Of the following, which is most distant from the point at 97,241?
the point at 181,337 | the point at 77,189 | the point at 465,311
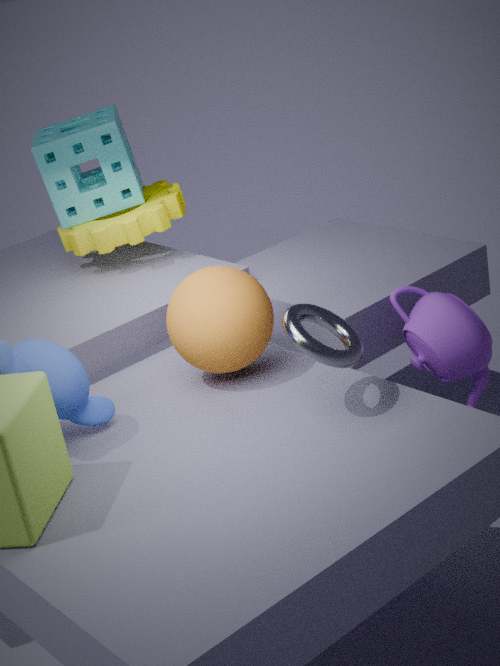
the point at 465,311
